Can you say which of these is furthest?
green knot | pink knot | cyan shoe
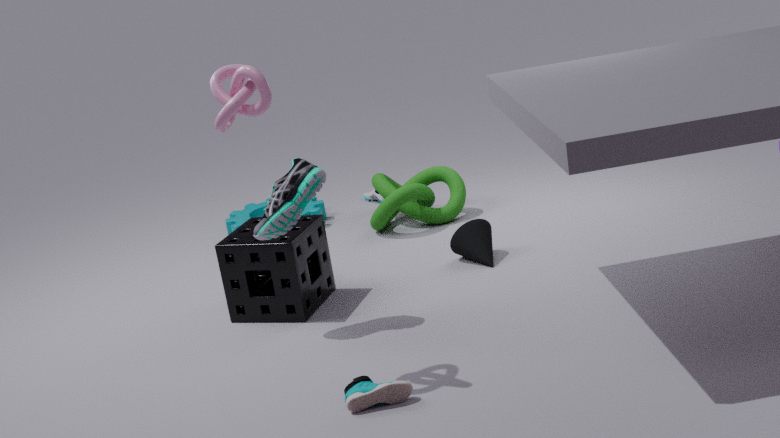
green knot
